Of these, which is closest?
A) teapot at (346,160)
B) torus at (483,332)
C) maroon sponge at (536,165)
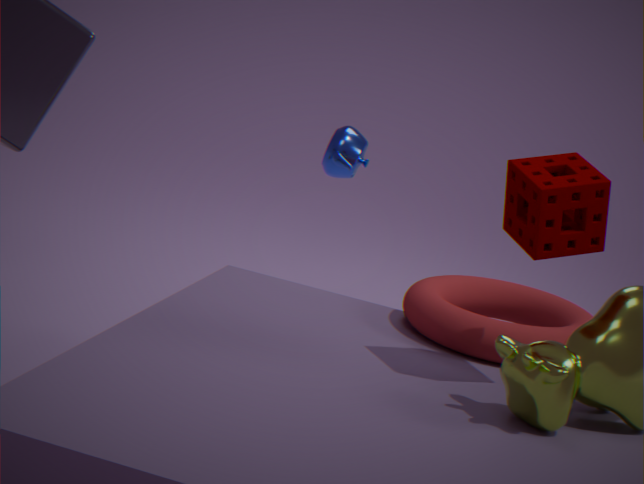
maroon sponge at (536,165)
